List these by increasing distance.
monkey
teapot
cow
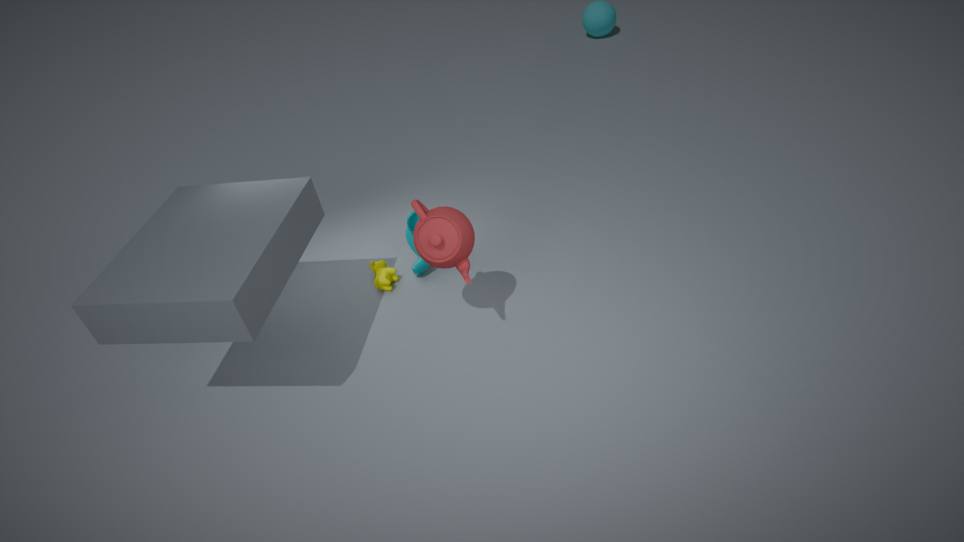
teapot → monkey → cow
